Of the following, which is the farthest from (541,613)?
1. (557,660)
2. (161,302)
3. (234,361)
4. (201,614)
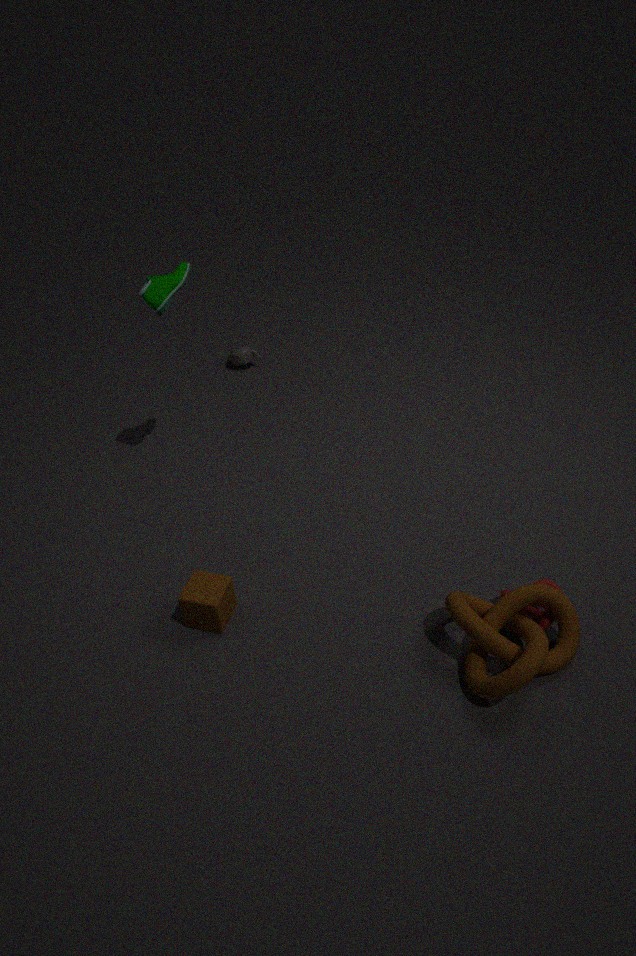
(234,361)
